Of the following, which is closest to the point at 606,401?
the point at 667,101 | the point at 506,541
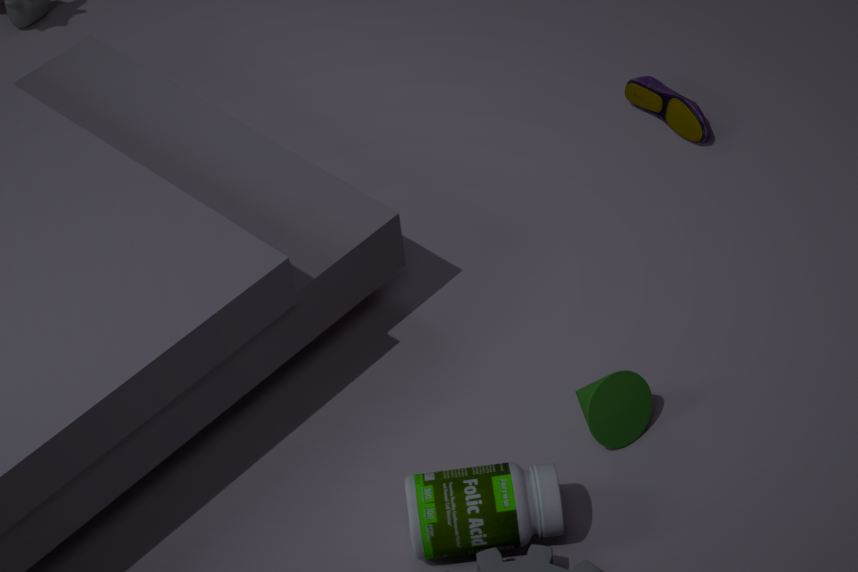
the point at 506,541
